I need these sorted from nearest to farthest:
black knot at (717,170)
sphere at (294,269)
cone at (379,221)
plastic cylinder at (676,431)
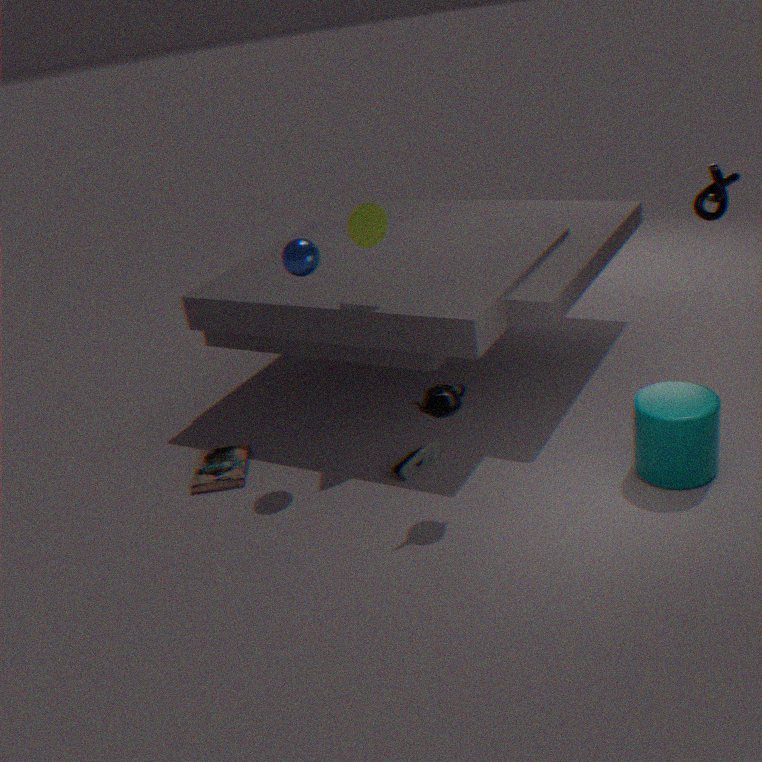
plastic cylinder at (676,431)
black knot at (717,170)
sphere at (294,269)
cone at (379,221)
